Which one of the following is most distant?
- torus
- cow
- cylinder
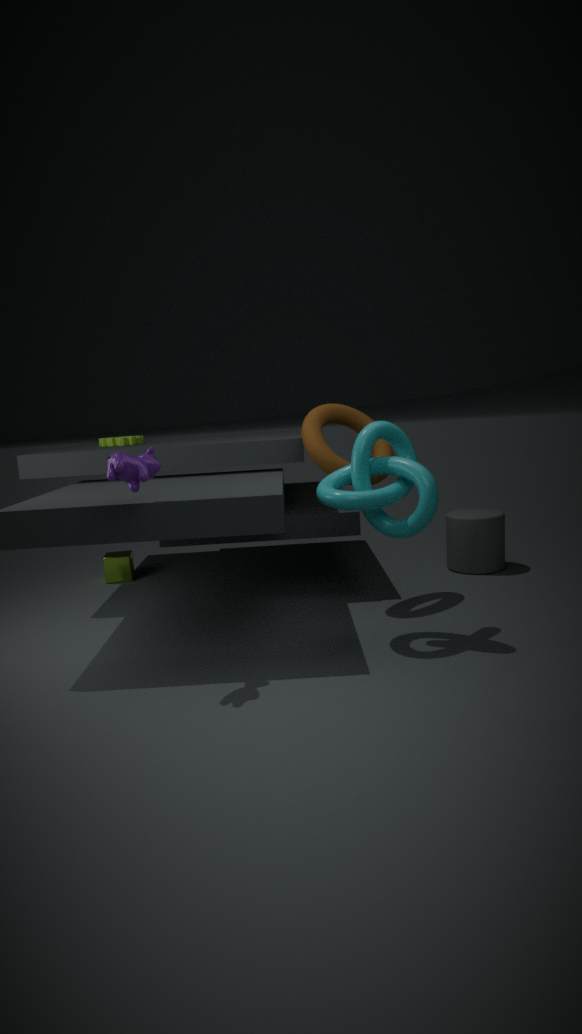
cylinder
